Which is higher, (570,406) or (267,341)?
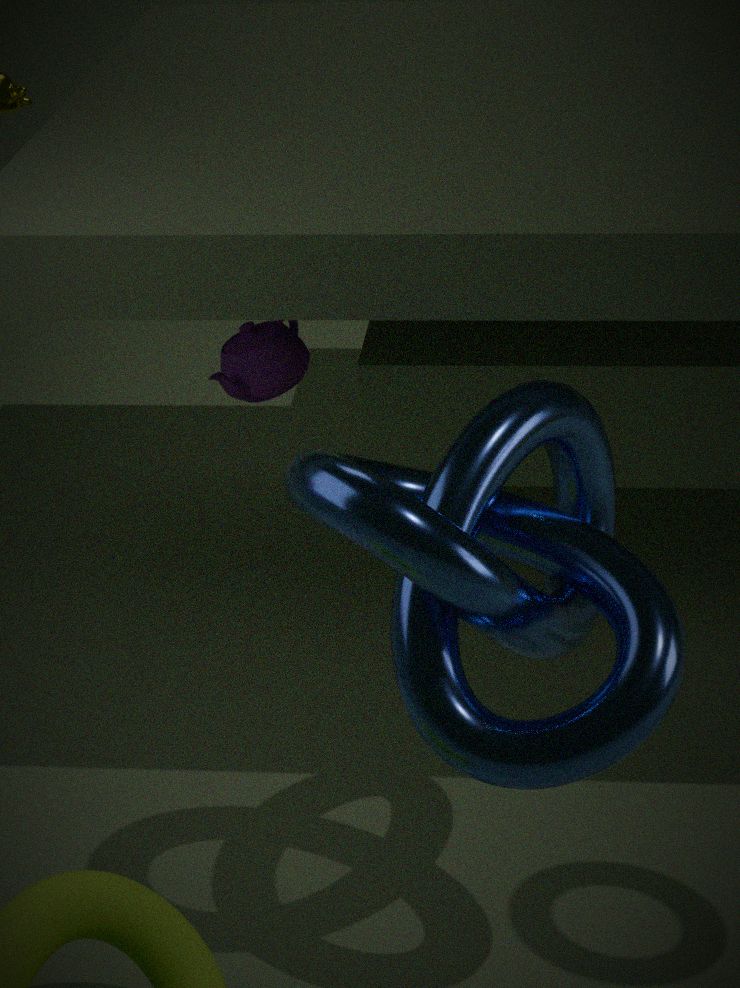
(570,406)
